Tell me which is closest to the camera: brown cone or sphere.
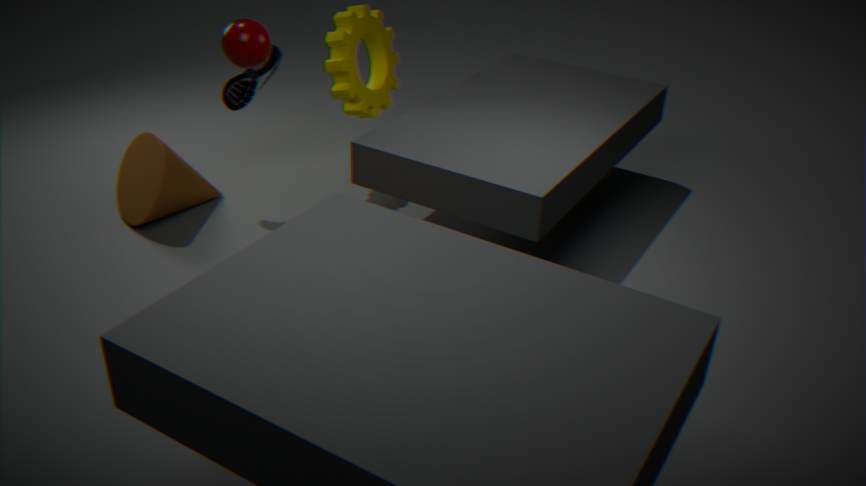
sphere
